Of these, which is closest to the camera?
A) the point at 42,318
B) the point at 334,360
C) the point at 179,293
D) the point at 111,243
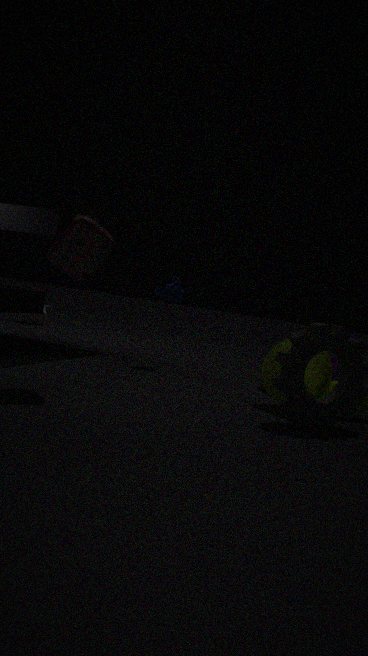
the point at 111,243
